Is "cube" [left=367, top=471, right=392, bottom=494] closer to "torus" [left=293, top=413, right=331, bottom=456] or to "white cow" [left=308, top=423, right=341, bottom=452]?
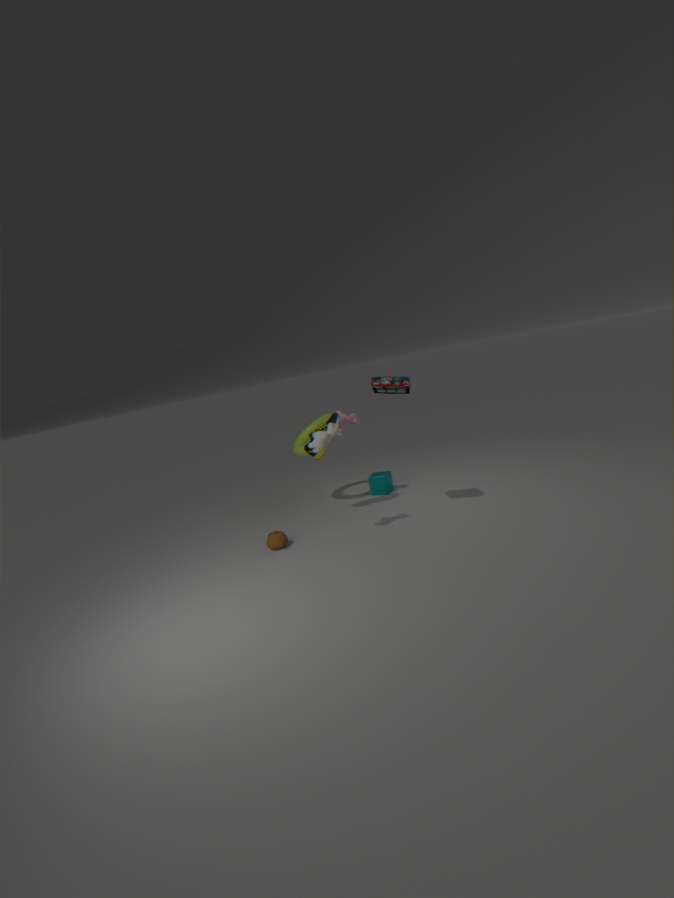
"torus" [left=293, top=413, right=331, bottom=456]
